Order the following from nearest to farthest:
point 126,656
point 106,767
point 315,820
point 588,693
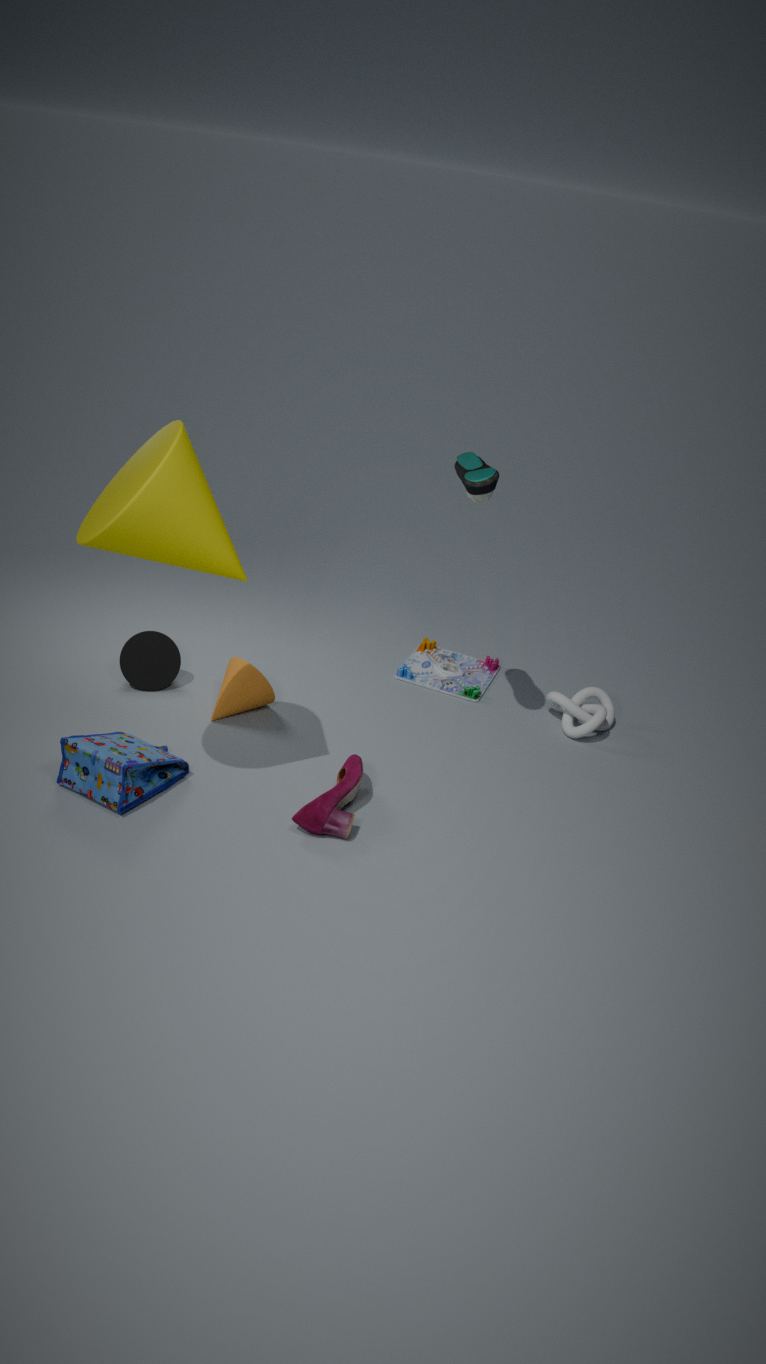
point 106,767, point 315,820, point 126,656, point 588,693
